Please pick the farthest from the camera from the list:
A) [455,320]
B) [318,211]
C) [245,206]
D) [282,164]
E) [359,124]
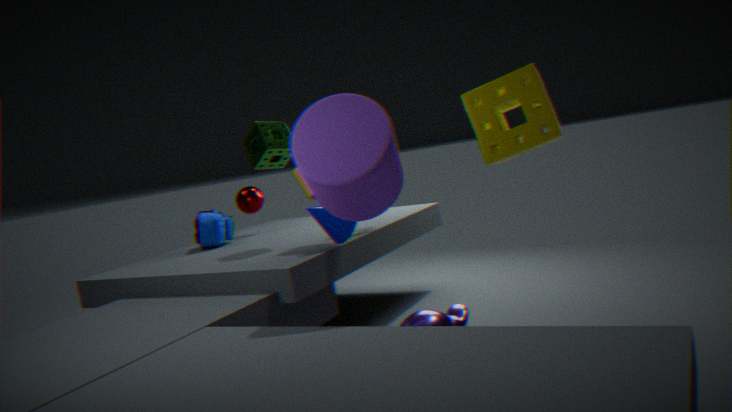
[245,206]
